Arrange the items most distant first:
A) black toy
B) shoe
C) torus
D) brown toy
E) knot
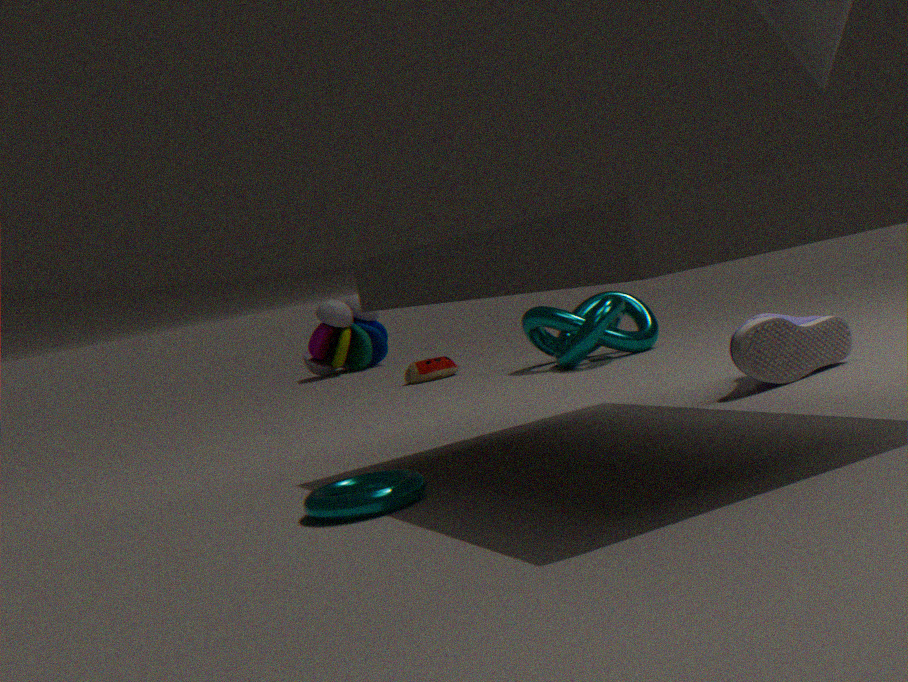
black toy, brown toy, knot, shoe, torus
